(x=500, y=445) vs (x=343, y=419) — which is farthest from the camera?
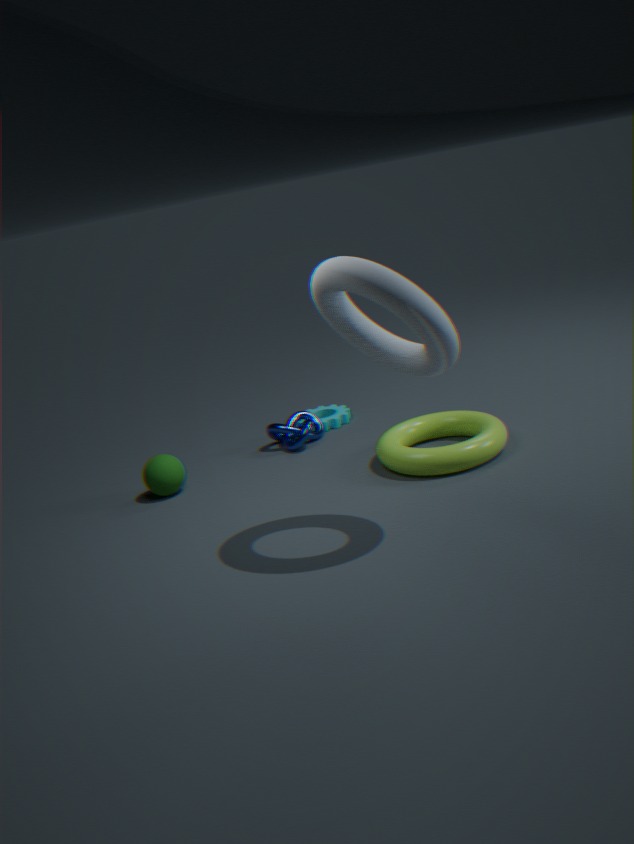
(x=343, y=419)
